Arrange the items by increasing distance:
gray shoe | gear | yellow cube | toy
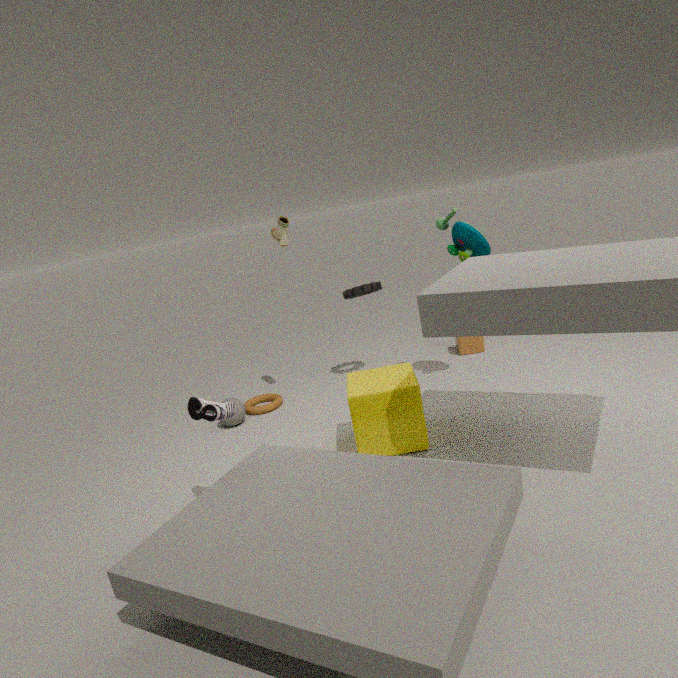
gray shoe, yellow cube, toy, gear
